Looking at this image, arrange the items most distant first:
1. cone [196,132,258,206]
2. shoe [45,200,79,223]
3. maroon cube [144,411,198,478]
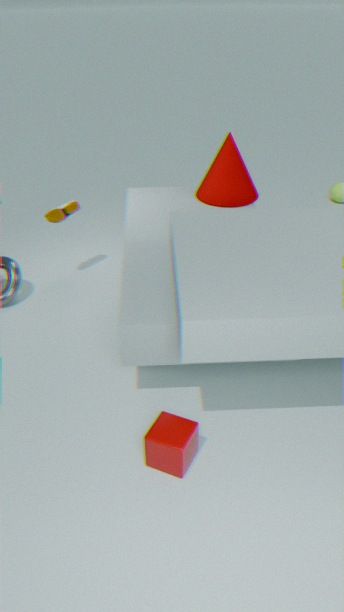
cone [196,132,258,206] → shoe [45,200,79,223] → maroon cube [144,411,198,478]
